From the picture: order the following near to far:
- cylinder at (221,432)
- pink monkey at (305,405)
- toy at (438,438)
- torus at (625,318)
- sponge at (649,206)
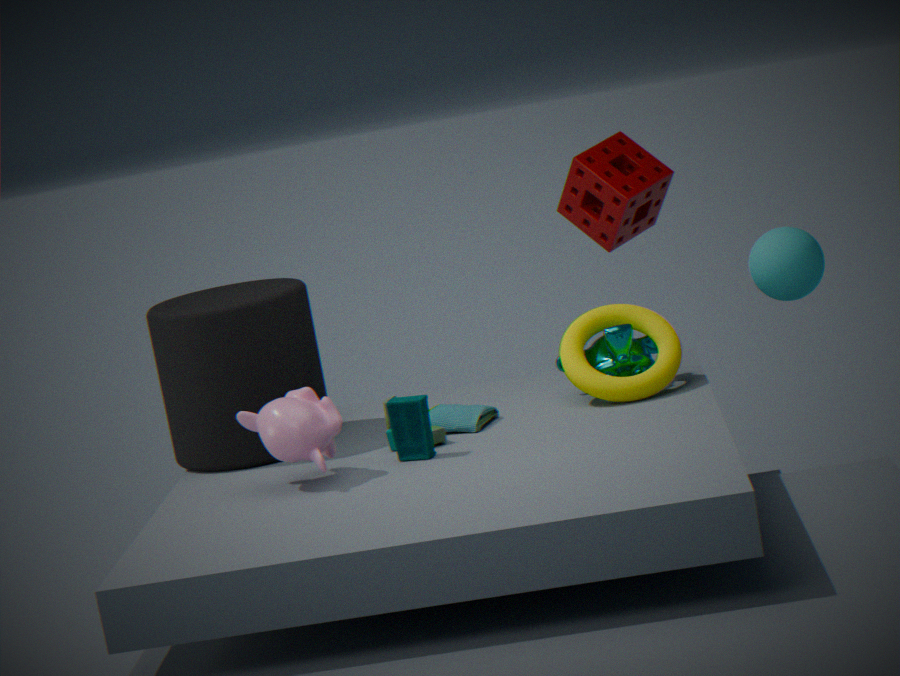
pink monkey at (305,405)
toy at (438,438)
cylinder at (221,432)
torus at (625,318)
sponge at (649,206)
